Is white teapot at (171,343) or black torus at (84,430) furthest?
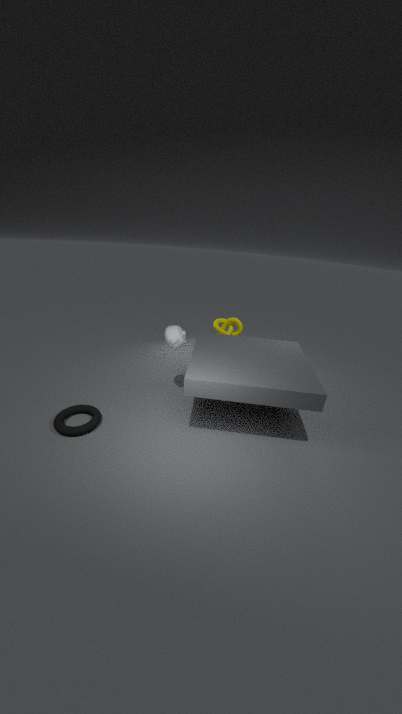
white teapot at (171,343)
